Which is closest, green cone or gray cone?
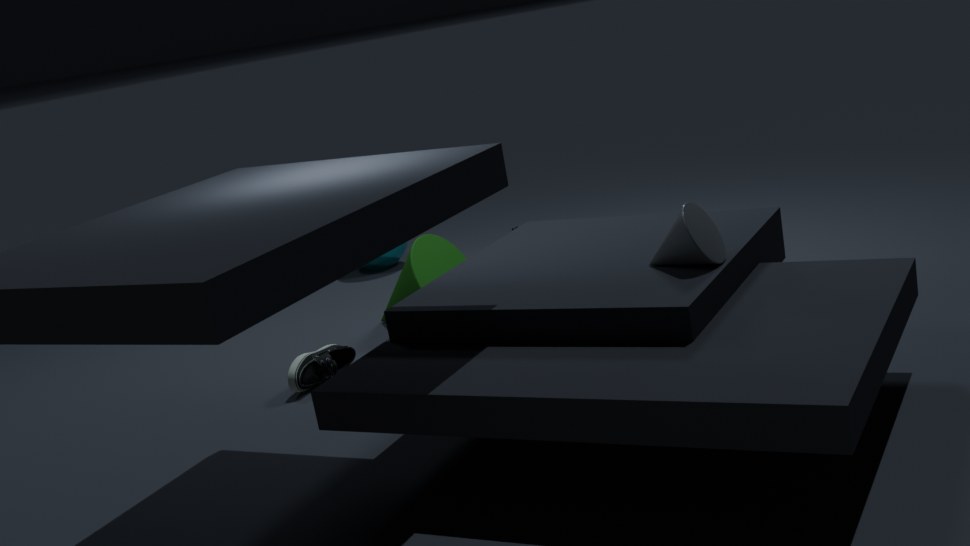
gray cone
